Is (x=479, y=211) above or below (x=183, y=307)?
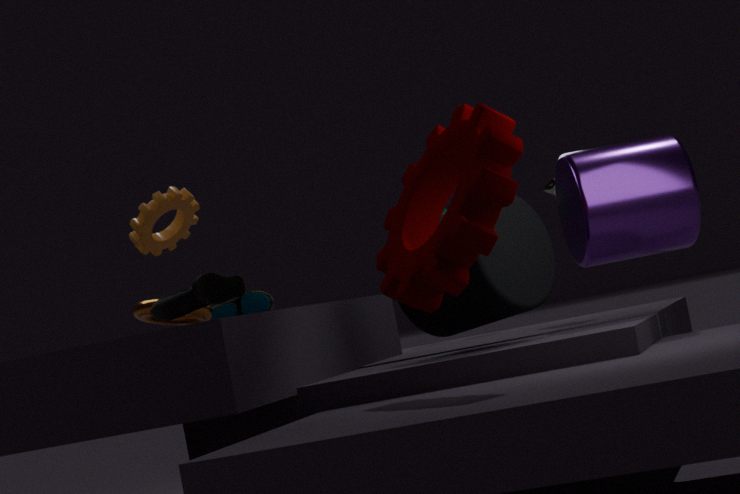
above
